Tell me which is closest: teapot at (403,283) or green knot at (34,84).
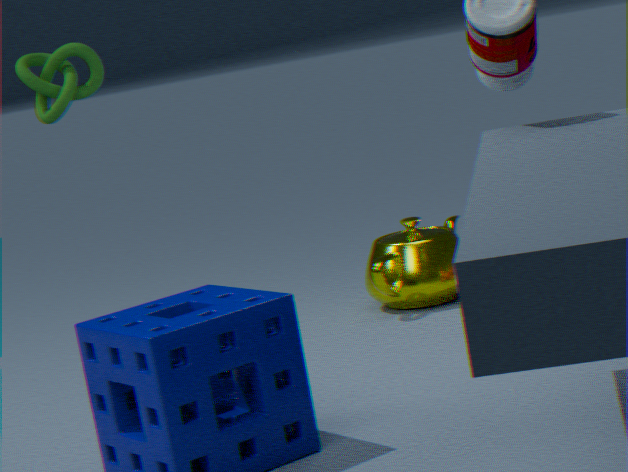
teapot at (403,283)
